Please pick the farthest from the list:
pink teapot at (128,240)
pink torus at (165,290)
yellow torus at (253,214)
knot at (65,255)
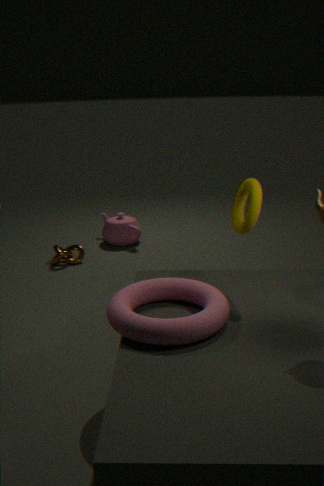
pink teapot at (128,240)
